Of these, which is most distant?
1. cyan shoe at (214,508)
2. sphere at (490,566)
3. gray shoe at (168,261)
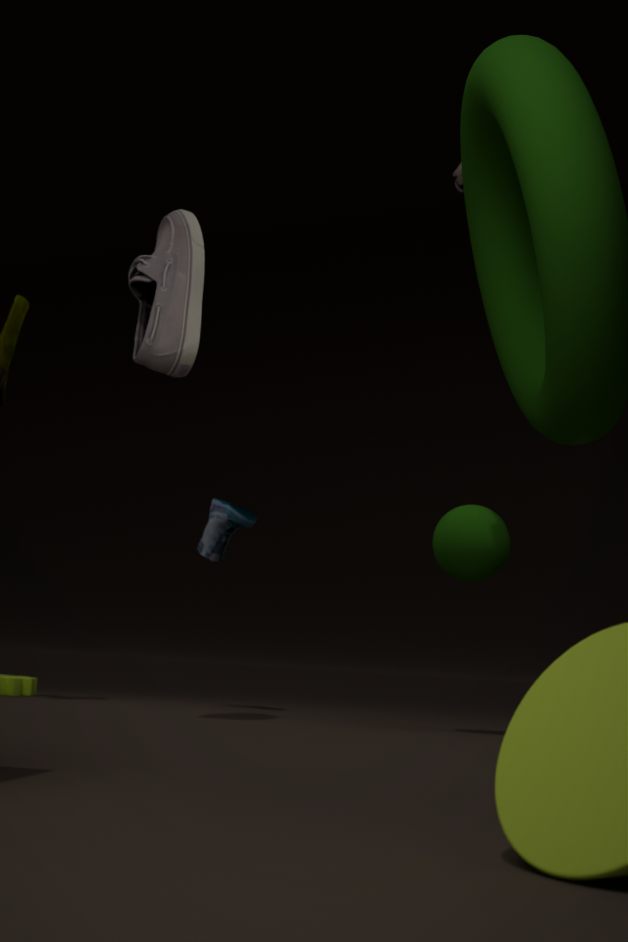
cyan shoe at (214,508)
